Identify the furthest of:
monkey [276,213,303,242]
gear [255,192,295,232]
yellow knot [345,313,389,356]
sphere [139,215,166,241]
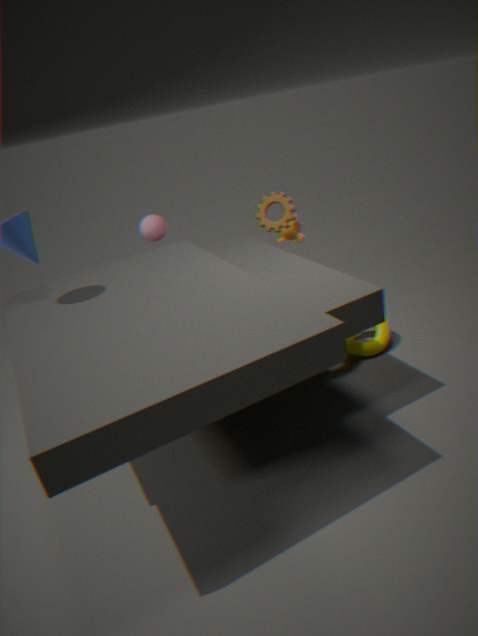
monkey [276,213,303,242]
